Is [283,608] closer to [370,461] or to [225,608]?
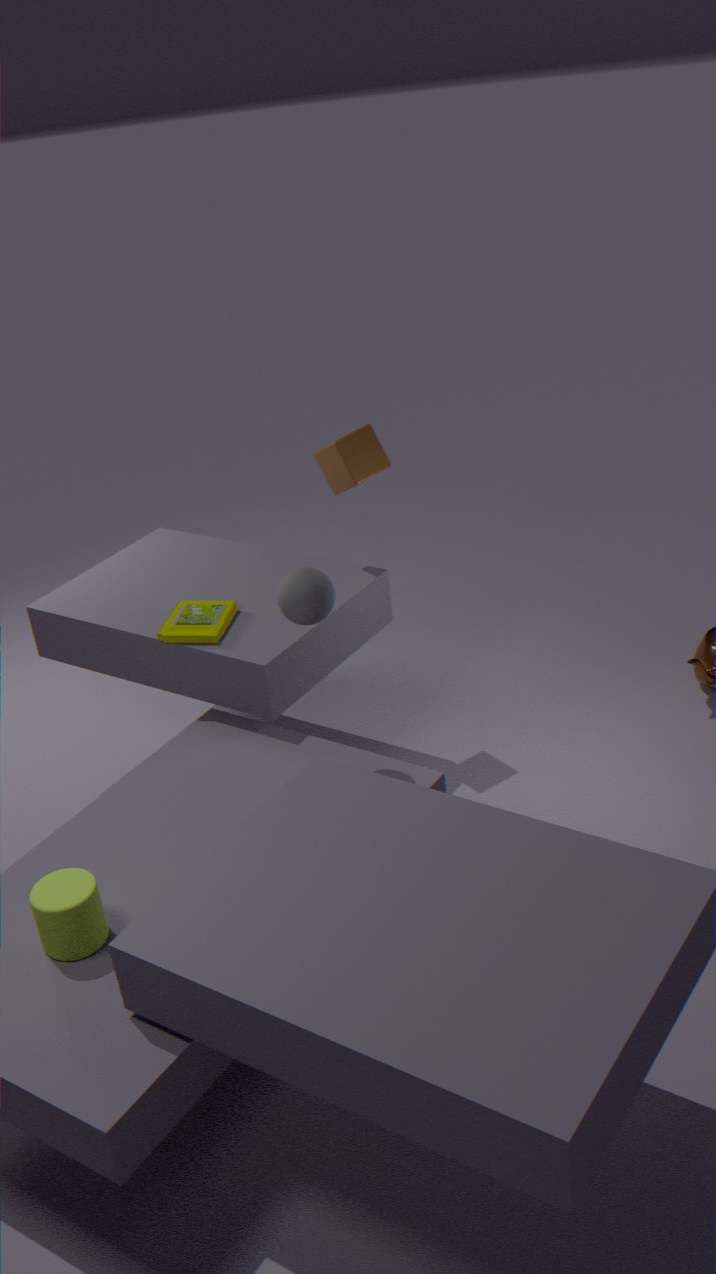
[225,608]
